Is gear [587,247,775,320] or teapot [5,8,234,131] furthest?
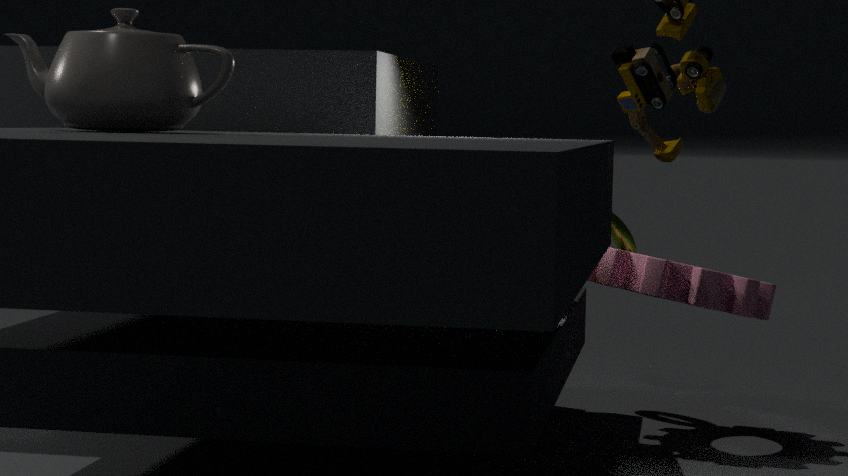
gear [587,247,775,320]
